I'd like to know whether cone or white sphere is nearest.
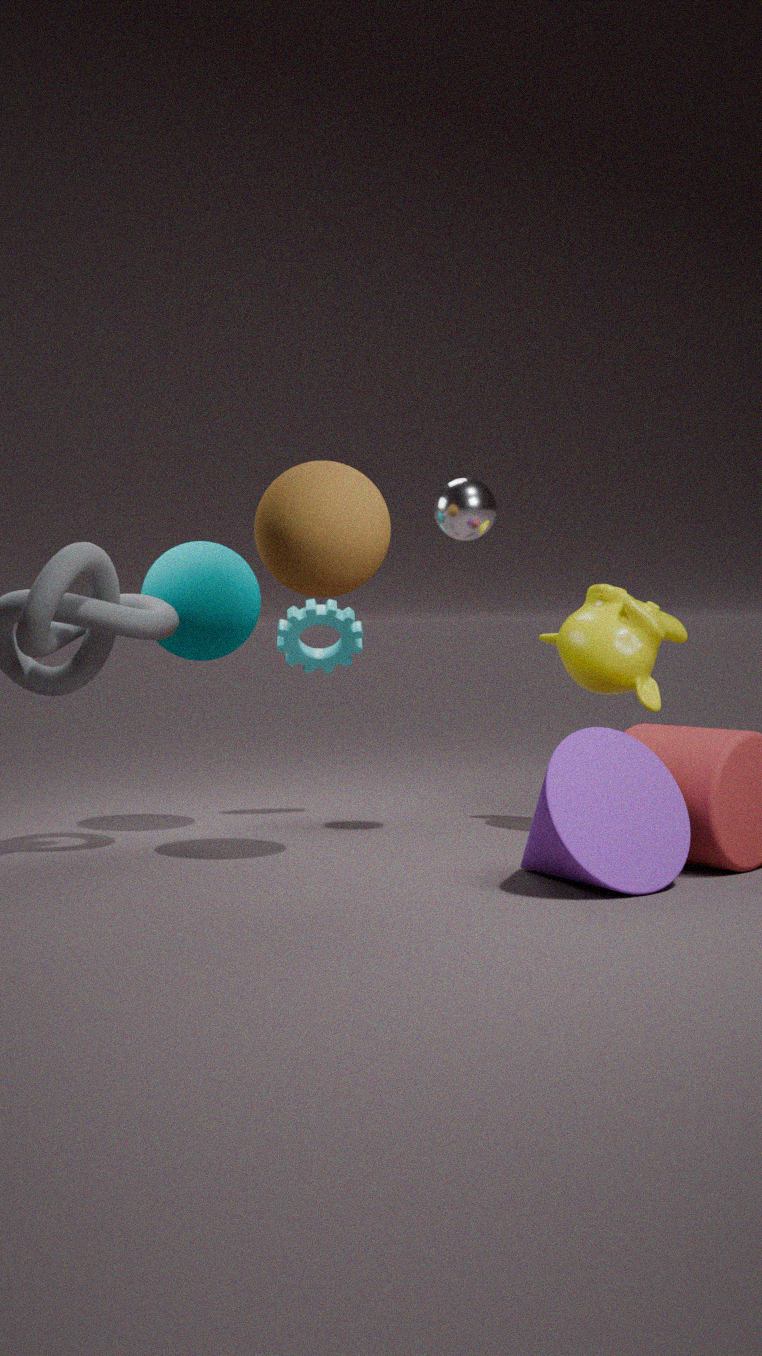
cone
